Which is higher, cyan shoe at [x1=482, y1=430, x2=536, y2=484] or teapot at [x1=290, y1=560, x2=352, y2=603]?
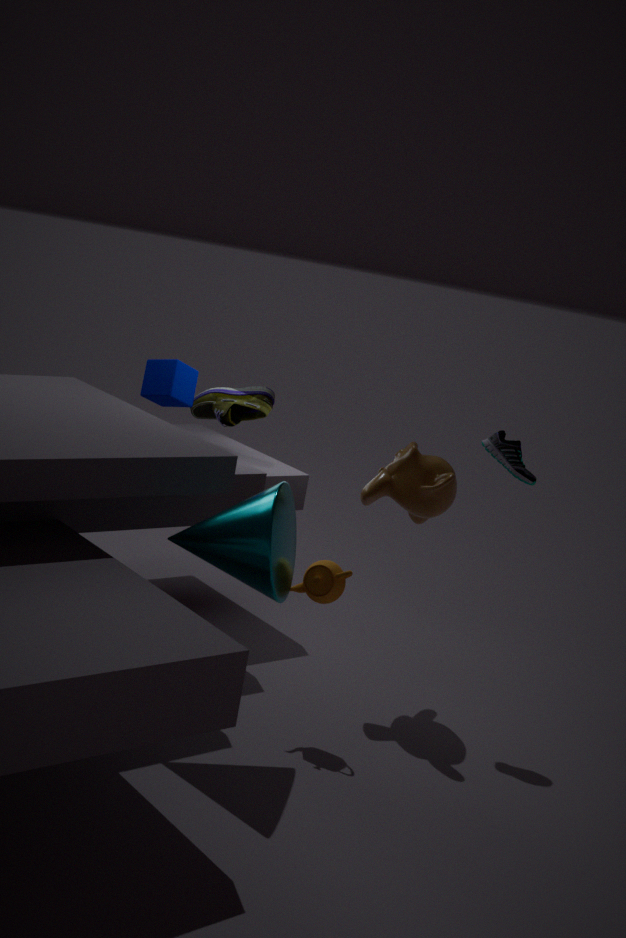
cyan shoe at [x1=482, y1=430, x2=536, y2=484]
